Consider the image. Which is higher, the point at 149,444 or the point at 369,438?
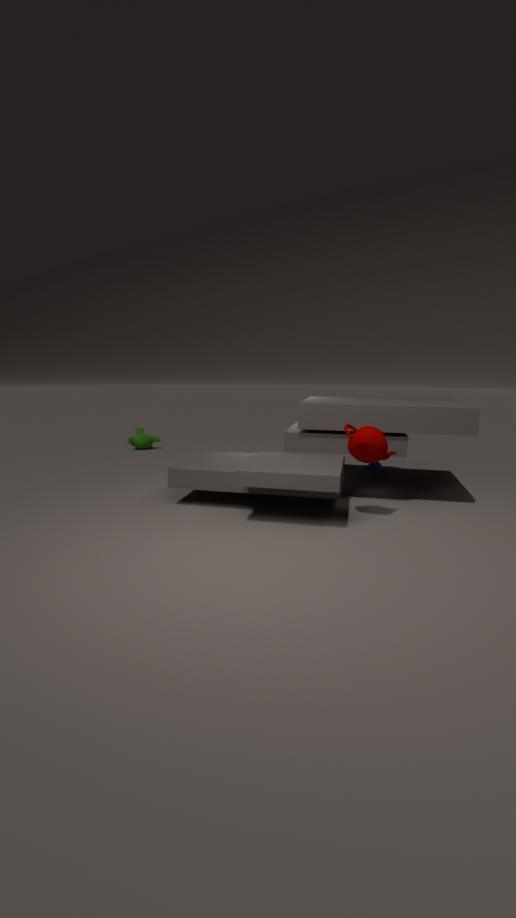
the point at 369,438
